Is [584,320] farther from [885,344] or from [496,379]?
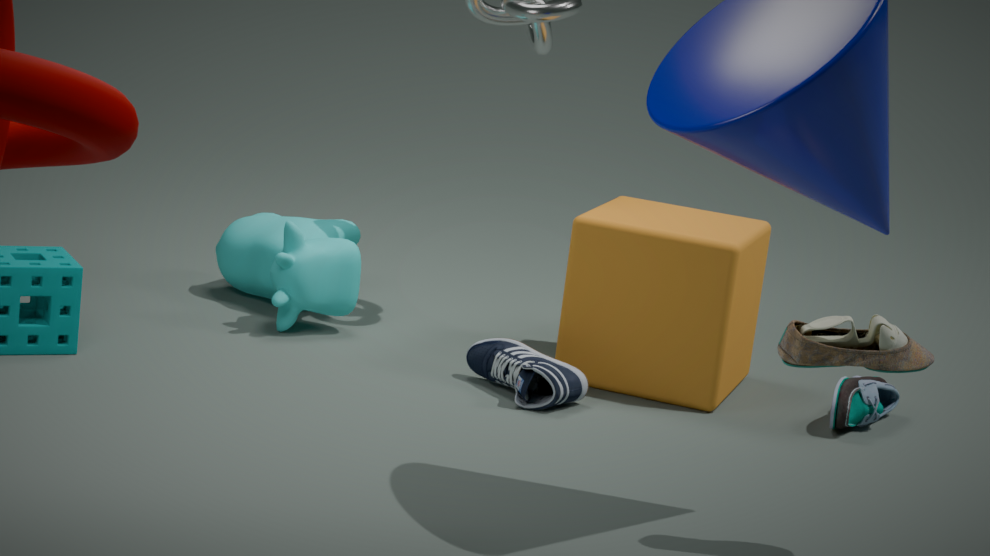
[885,344]
